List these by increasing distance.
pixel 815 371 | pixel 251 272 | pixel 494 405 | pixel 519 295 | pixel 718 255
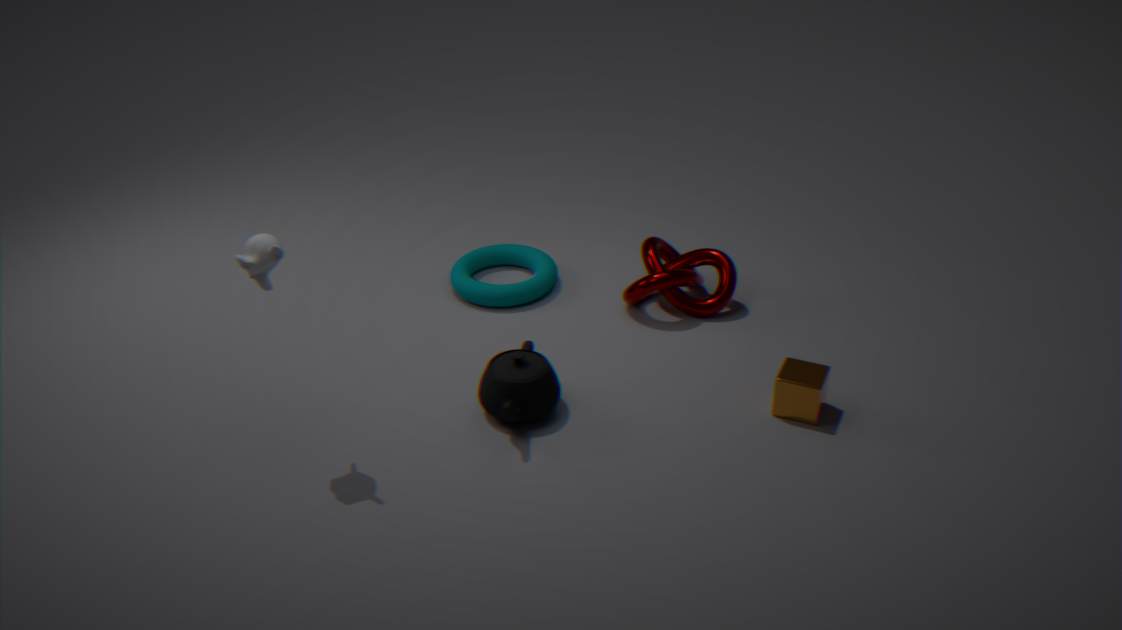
pixel 251 272, pixel 494 405, pixel 815 371, pixel 718 255, pixel 519 295
